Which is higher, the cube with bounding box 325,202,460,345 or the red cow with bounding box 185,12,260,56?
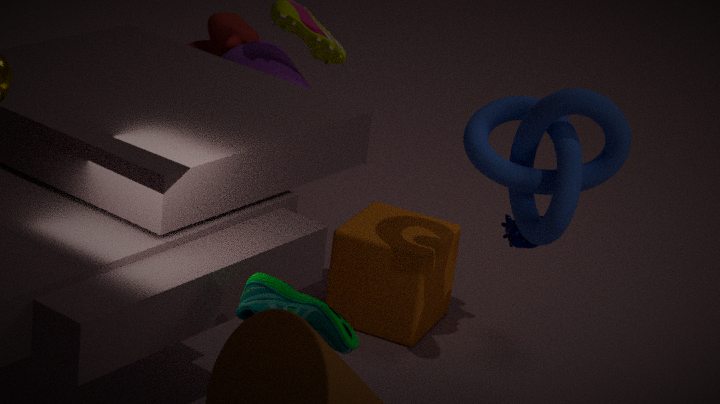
the red cow with bounding box 185,12,260,56
